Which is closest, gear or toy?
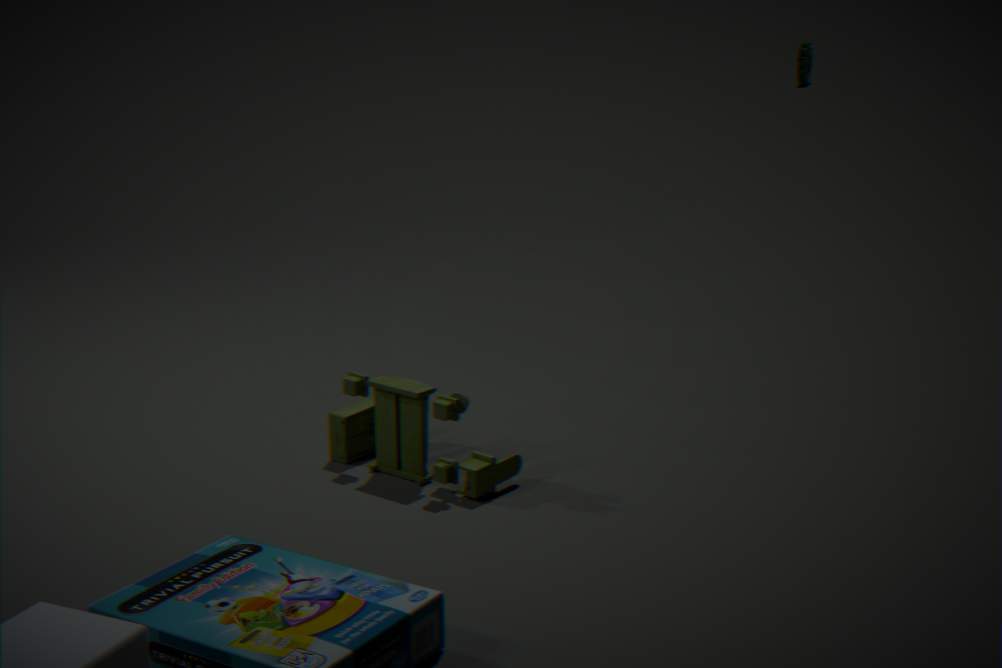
toy
